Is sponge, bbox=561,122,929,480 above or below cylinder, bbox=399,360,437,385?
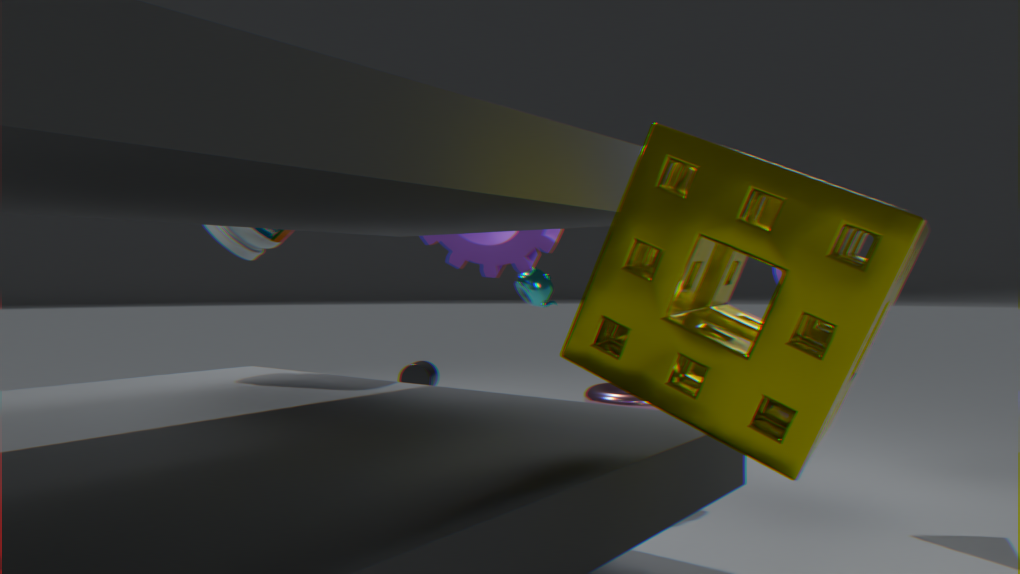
above
